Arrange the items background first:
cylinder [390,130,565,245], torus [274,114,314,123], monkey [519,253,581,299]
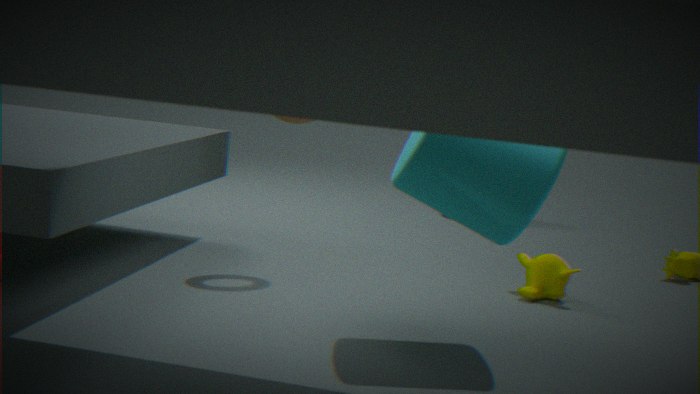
monkey [519,253,581,299]
cylinder [390,130,565,245]
torus [274,114,314,123]
